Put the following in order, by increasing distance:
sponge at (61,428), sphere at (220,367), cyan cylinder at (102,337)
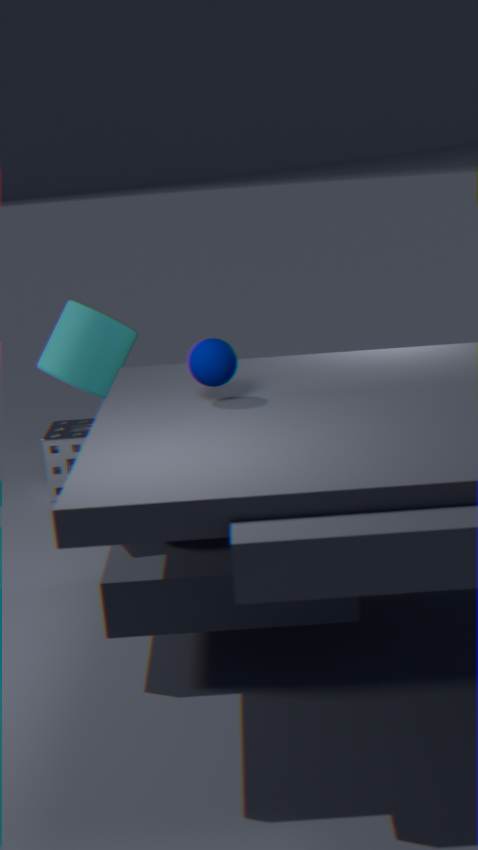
sphere at (220,367)
cyan cylinder at (102,337)
sponge at (61,428)
